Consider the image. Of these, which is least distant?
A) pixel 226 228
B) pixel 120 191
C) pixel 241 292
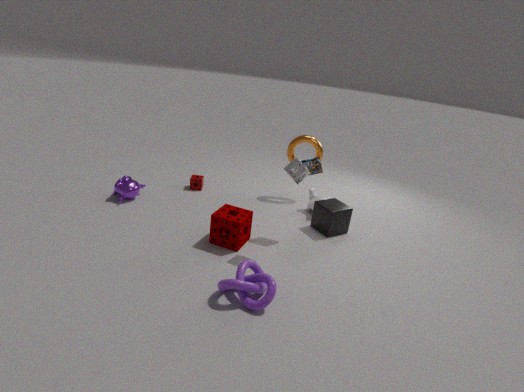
pixel 241 292
